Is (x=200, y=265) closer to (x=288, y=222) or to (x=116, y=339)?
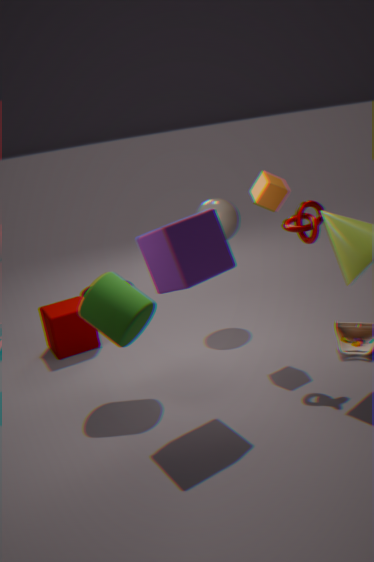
(x=116, y=339)
